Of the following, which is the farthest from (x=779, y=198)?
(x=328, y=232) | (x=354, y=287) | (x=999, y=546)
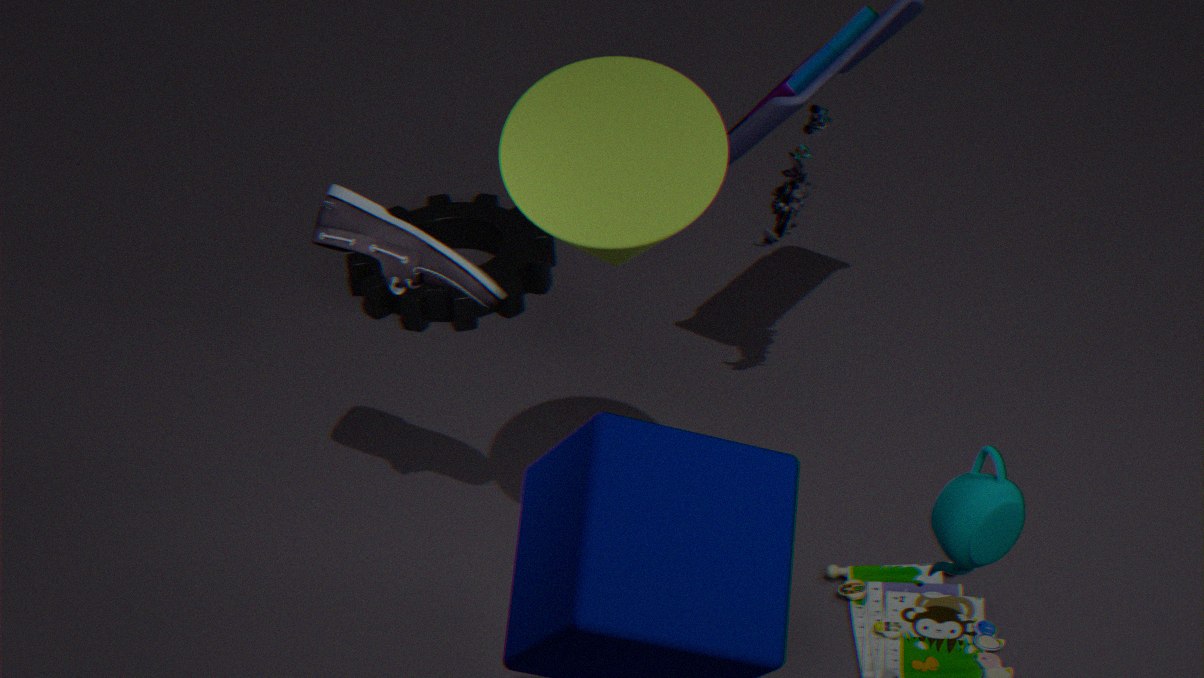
(x=999, y=546)
